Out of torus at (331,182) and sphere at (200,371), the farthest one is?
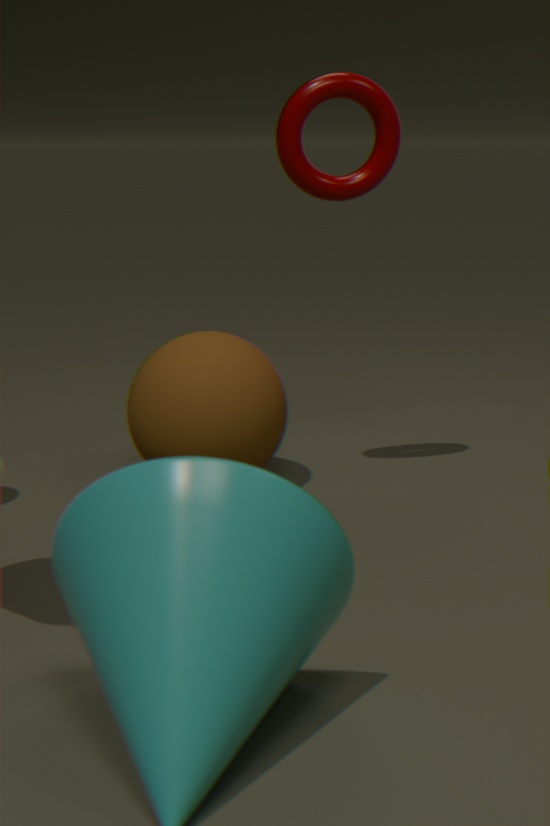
A: sphere at (200,371)
